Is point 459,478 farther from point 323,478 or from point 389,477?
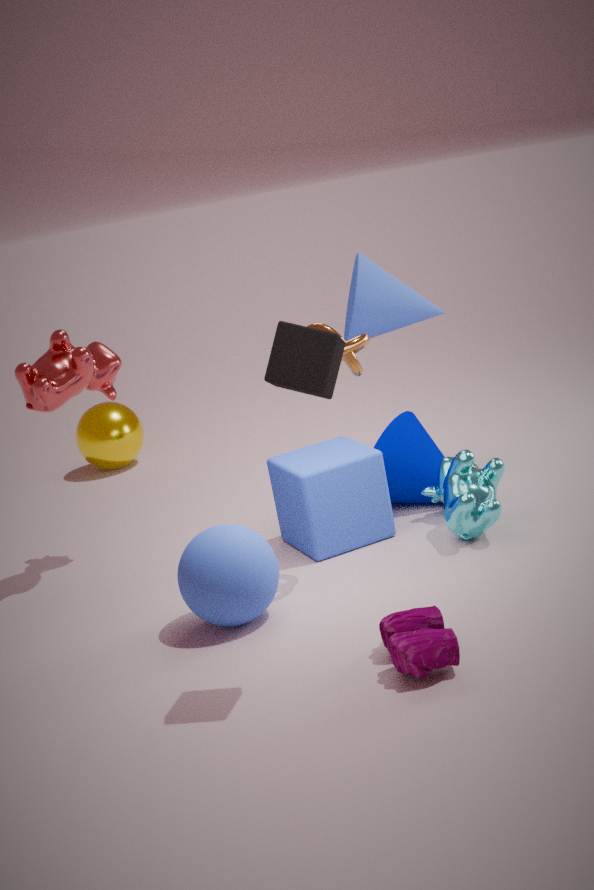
point 323,478
